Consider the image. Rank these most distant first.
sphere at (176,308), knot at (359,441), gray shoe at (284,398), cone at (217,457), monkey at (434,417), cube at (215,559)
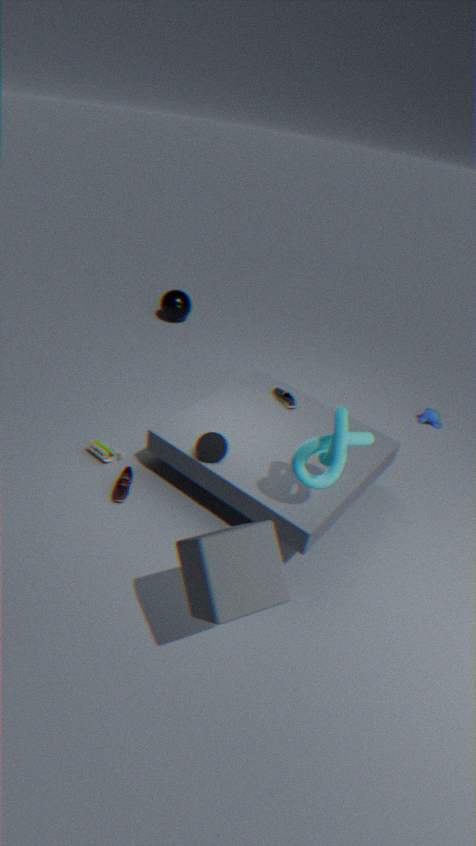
sphere at (176,308), monkey at (434,417), gray shoe at (284,398), cone at (217,457), knot at (359,441), cube at (215,559)
